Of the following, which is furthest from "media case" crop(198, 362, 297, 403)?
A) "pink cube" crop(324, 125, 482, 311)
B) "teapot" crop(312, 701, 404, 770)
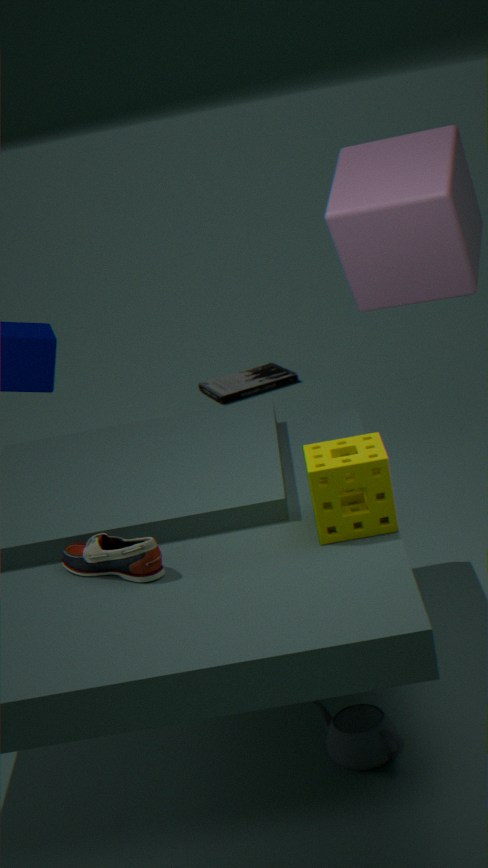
"teapot" crop(312, 701, 404, 770)
